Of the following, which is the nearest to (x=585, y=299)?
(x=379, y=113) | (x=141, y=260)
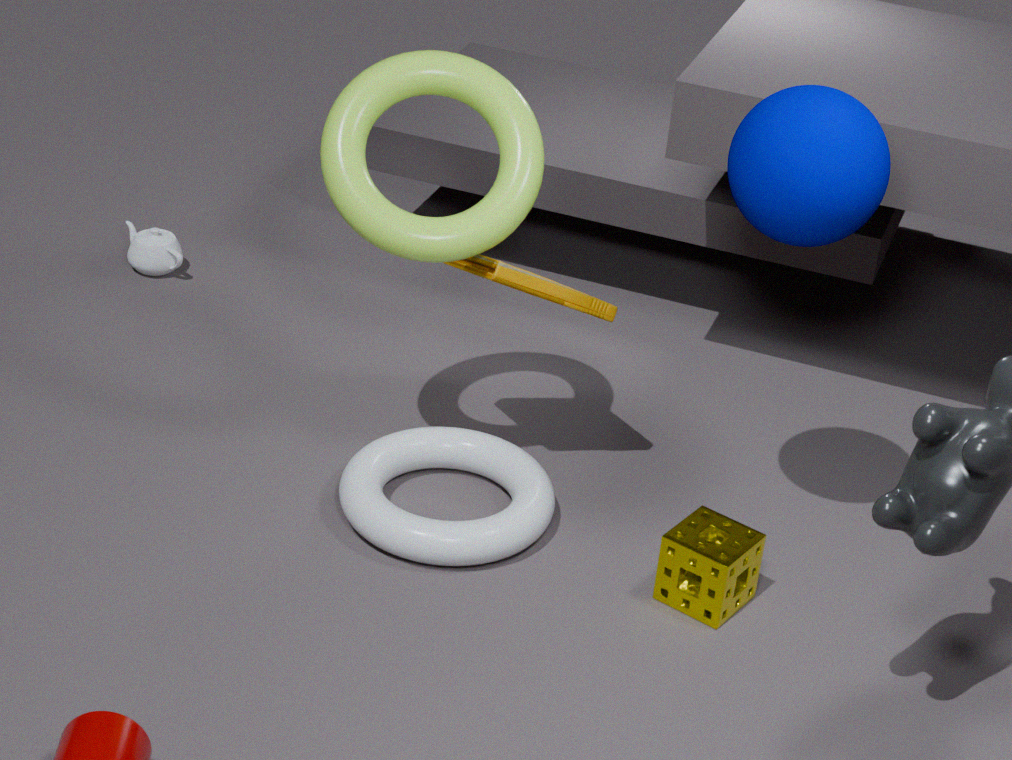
(x=379, y=113)
